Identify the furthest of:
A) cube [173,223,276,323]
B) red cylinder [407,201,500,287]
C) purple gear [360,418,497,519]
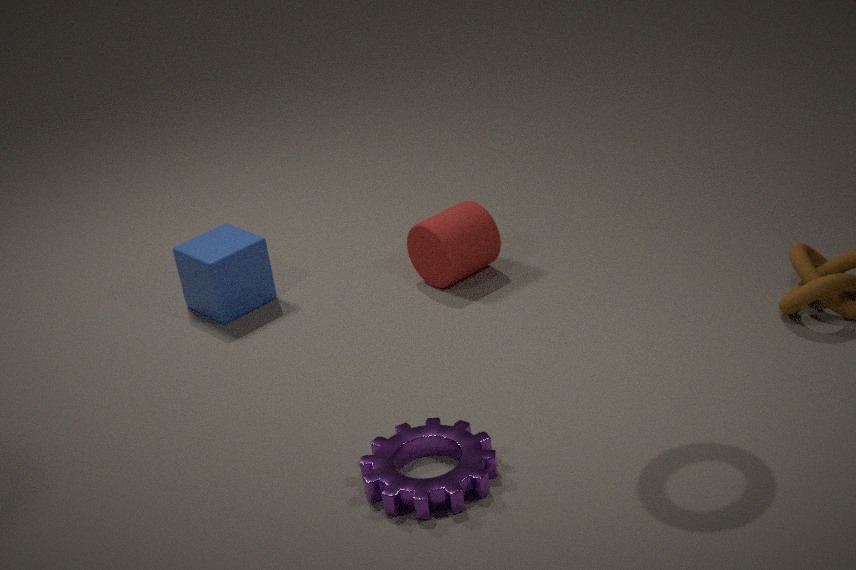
cube [173,223,276,323]
